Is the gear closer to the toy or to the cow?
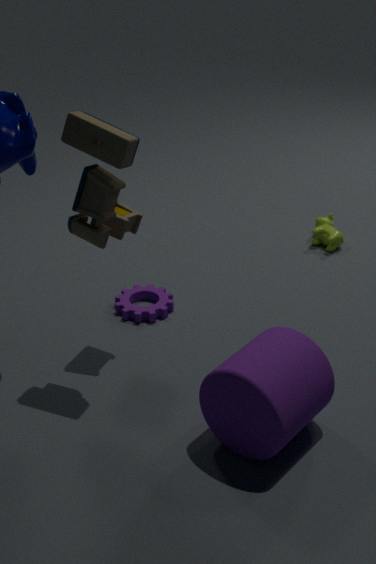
the toy
